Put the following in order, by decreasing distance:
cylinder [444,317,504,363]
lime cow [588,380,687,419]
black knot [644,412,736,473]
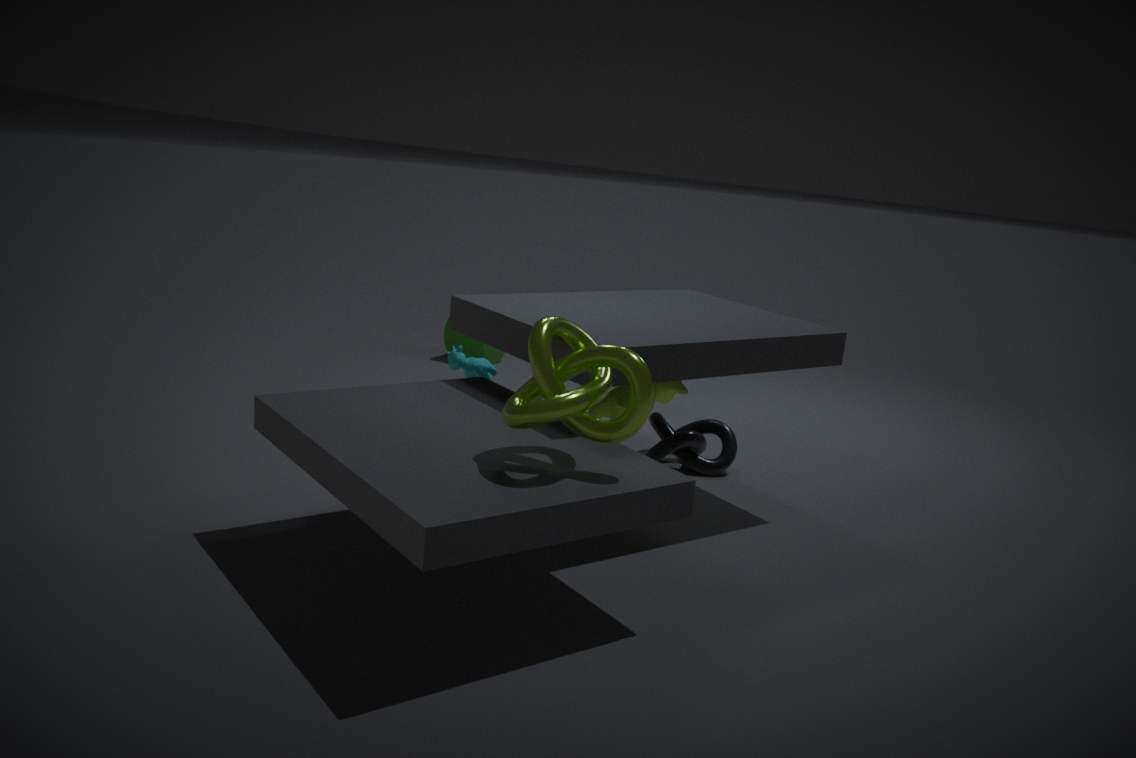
cylinder [444,317,504,363]
black knot [644,412,736,473]
lime cow [588,380,687,419]
